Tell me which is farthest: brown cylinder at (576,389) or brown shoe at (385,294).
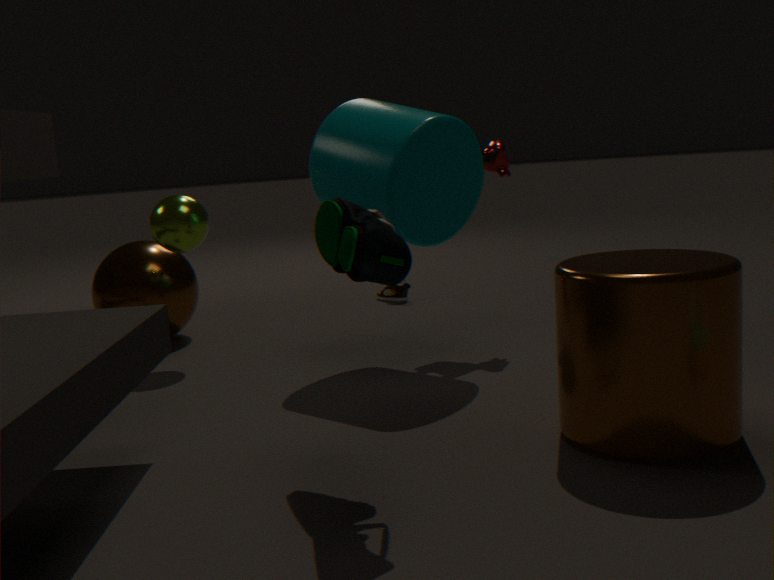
brown shoe at (385,294)
